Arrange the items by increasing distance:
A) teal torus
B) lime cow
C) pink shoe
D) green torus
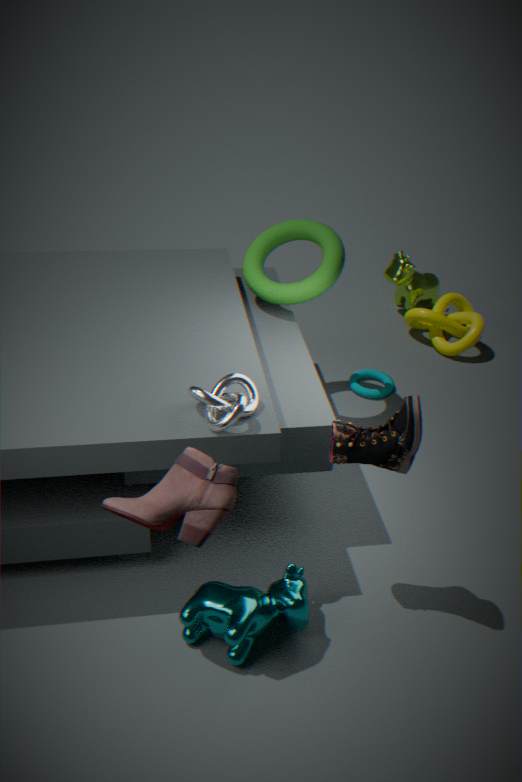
pink shoe < green torus < teal torus < lime cow
